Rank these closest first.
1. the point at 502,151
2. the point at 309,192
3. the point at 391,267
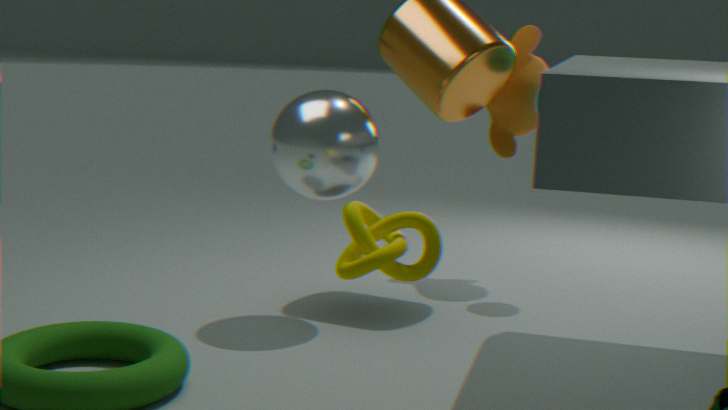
the point at 391,267 → the point at 309,192 → the point at 502,151
